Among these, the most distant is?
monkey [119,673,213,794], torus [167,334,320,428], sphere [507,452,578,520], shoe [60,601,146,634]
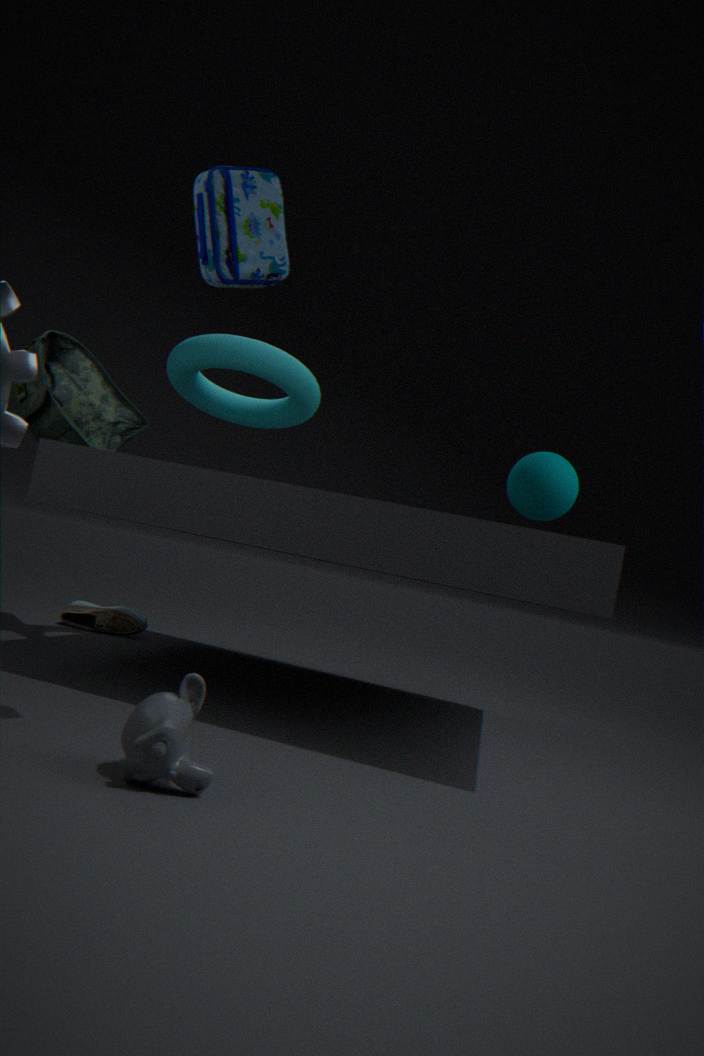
shoe [60,601,146,634]
